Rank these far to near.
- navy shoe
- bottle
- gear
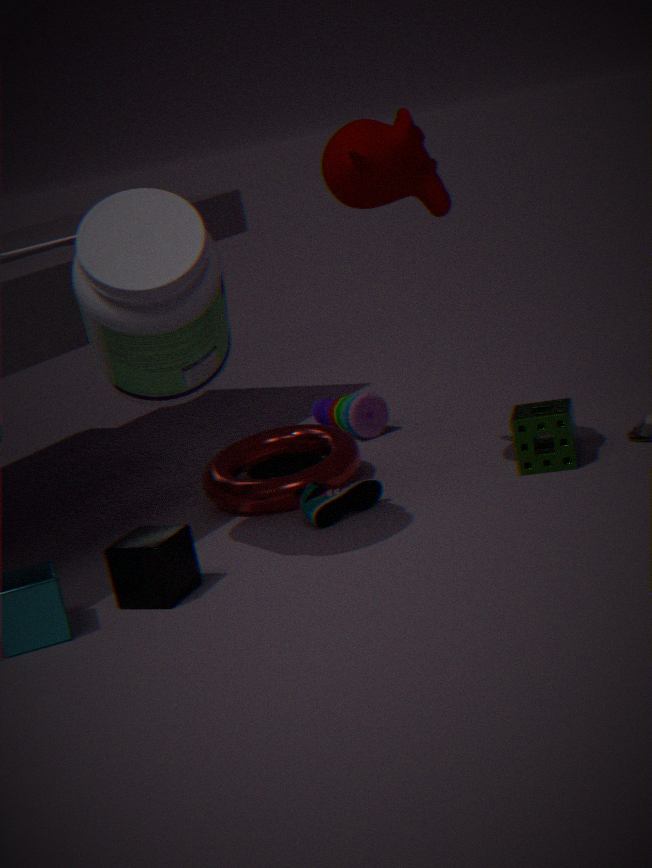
1. gear
2. navy shoe
3. bottle
